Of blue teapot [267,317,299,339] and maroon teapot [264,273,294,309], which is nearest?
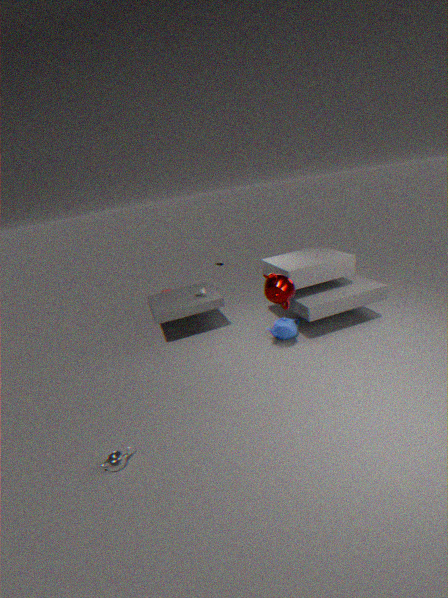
maroon teapot [264,273,294,309]
